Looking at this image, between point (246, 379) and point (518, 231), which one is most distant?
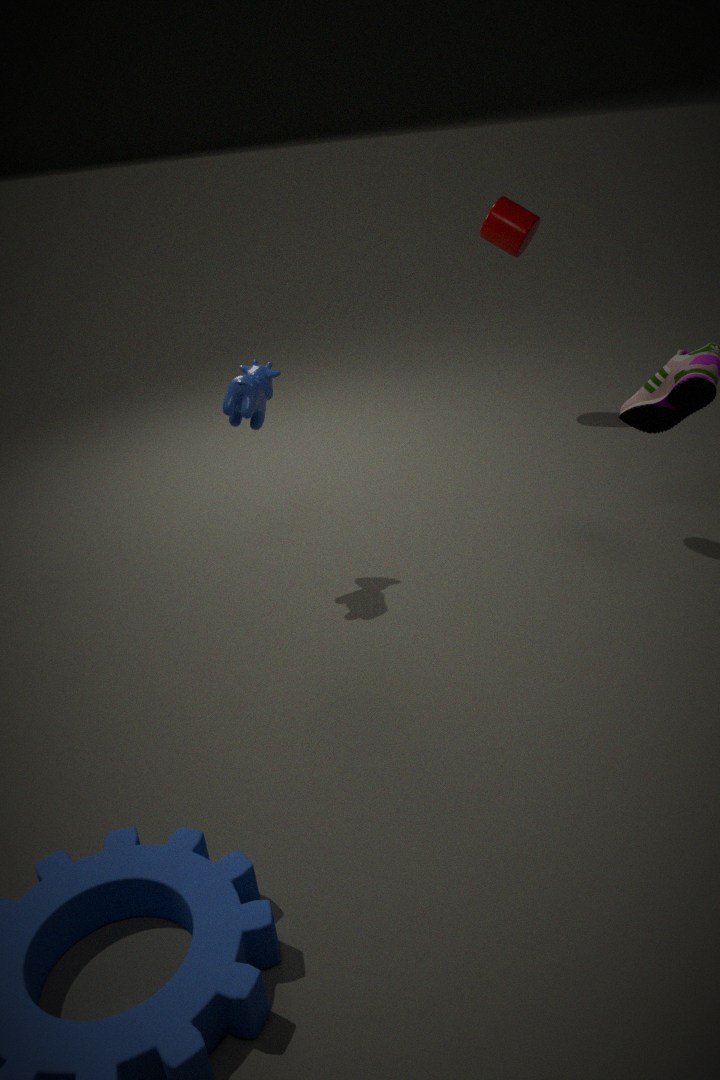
point (518, 231)
